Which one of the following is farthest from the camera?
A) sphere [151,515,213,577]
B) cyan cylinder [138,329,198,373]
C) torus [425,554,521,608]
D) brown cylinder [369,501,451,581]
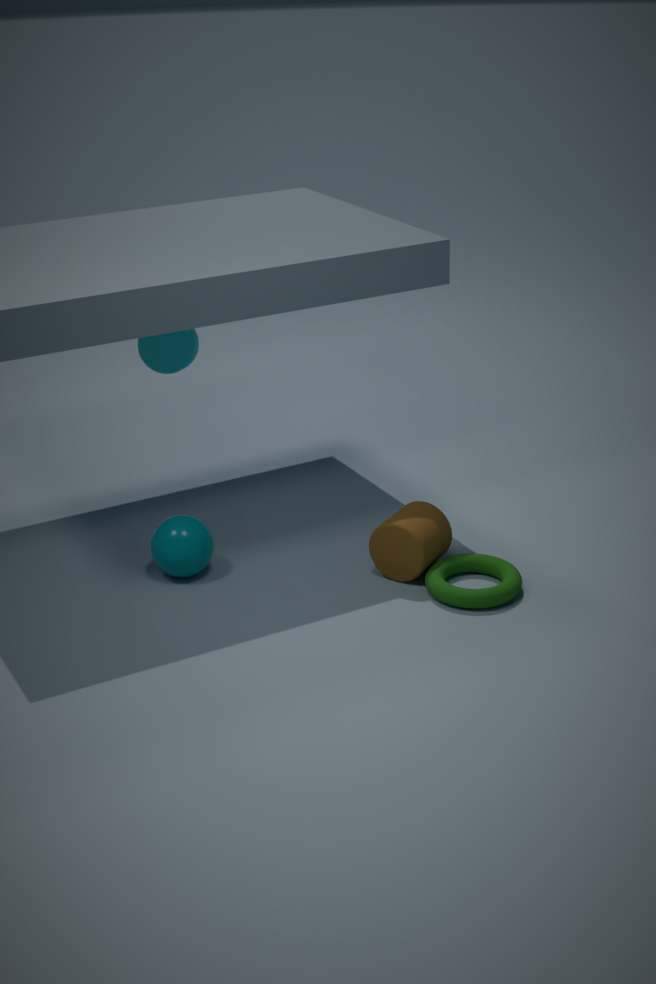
B. cyan cylinder [138,329,198,373]
